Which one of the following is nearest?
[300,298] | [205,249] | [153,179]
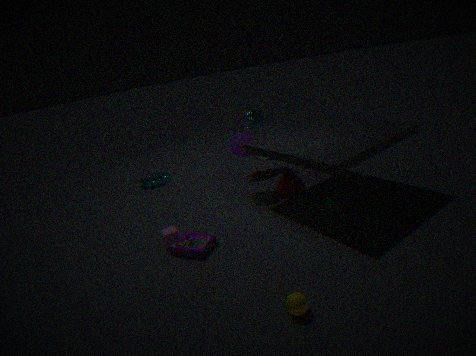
[300,298]
